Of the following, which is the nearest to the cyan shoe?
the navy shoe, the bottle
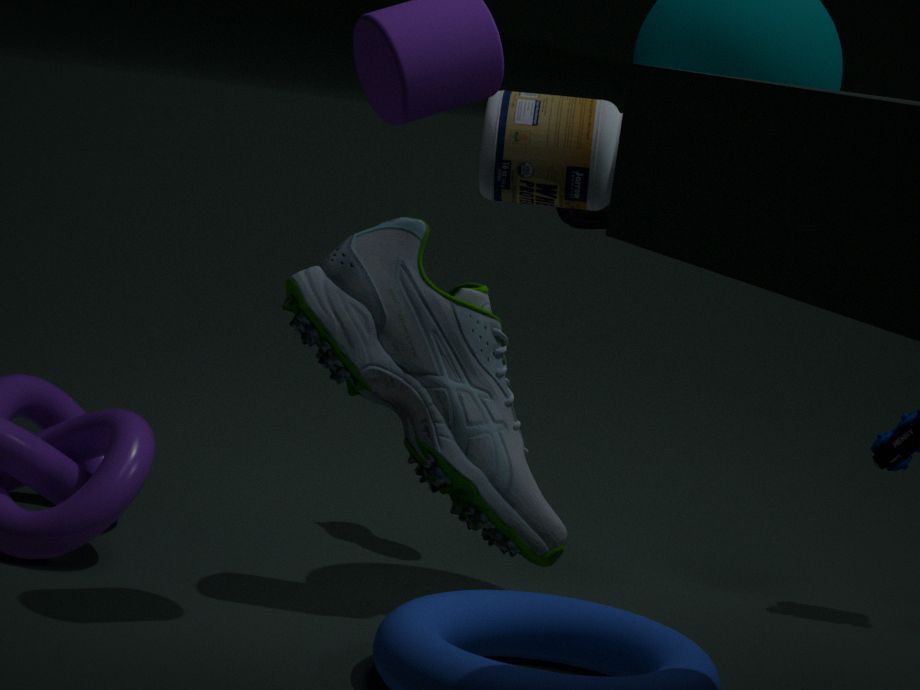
the bottle
